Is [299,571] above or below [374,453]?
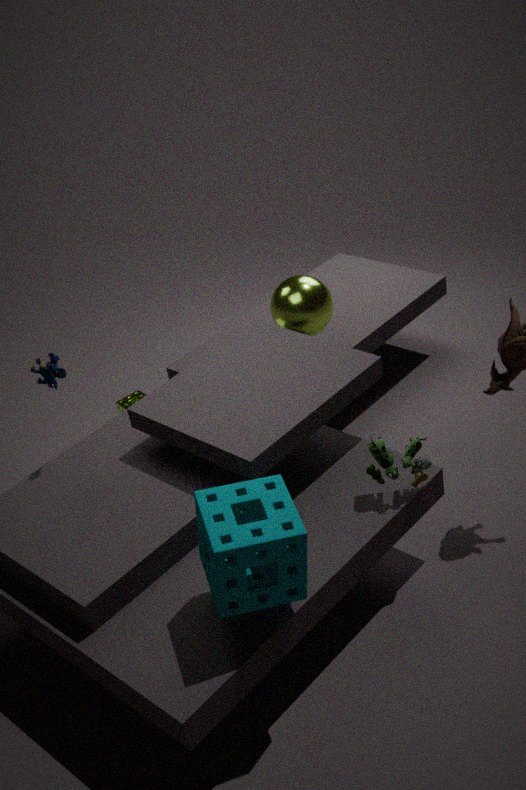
above
